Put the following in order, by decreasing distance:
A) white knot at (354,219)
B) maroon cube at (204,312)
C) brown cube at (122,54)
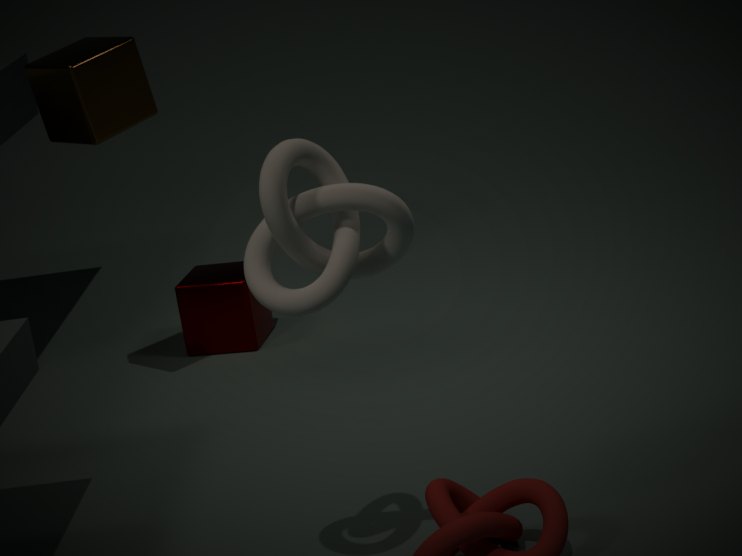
maroon cube at (204,312) → brown cube at (122,54) → white knot at (354,219)
